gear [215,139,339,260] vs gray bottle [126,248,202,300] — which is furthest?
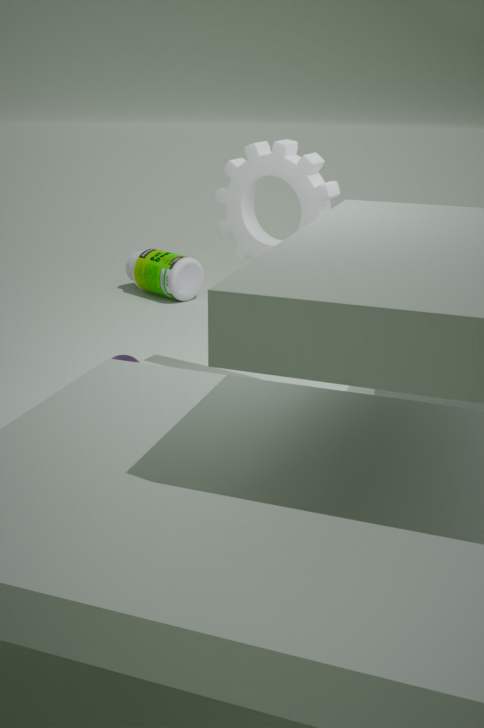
gray bottle [126,248,202,300]
